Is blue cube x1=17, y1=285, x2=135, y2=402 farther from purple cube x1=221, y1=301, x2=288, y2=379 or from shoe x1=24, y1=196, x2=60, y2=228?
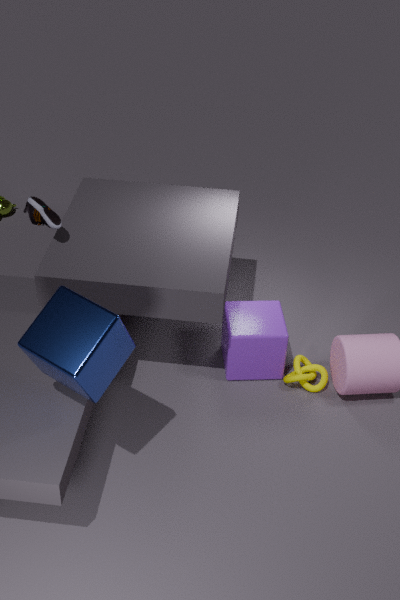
purple cube x1=221, y1=301, x2=288, y2=379
